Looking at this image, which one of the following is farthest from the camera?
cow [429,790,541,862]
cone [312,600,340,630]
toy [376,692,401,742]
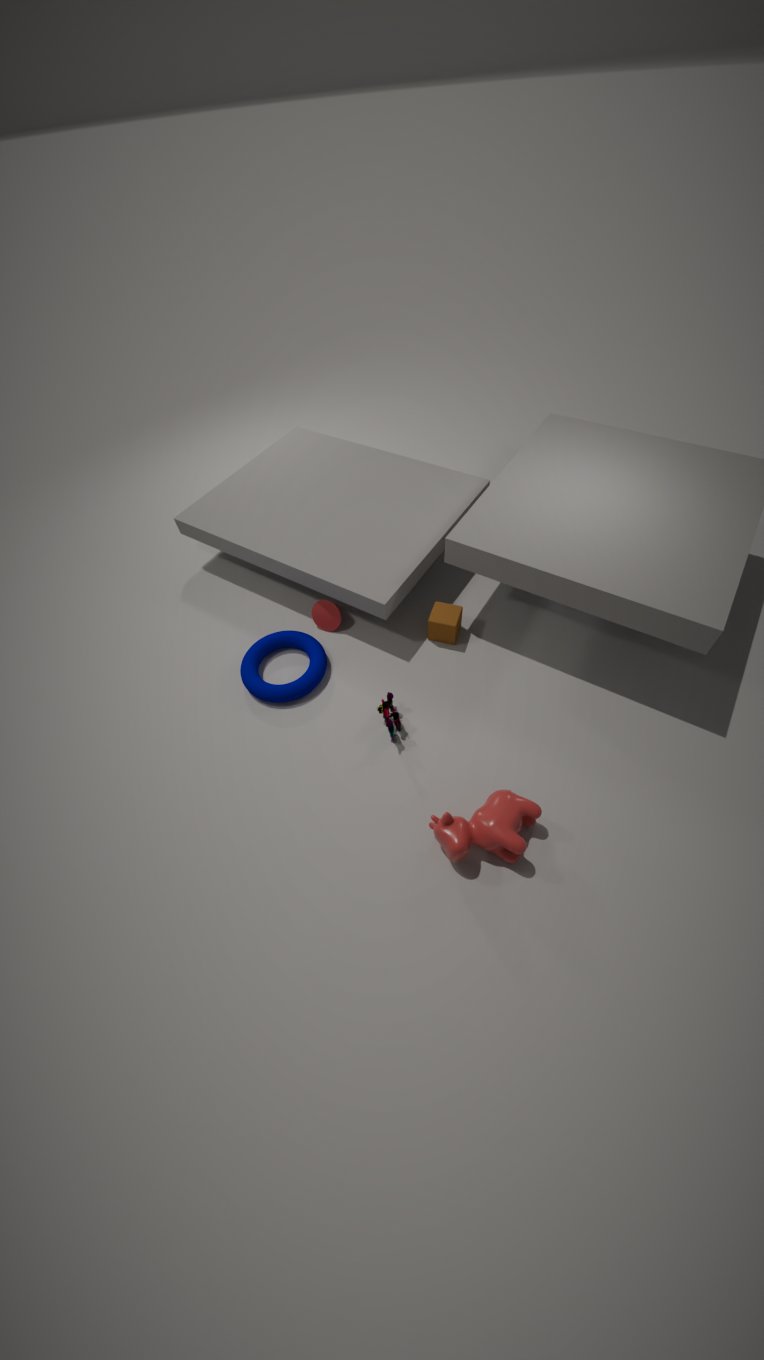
cone [312,600,340,630]
